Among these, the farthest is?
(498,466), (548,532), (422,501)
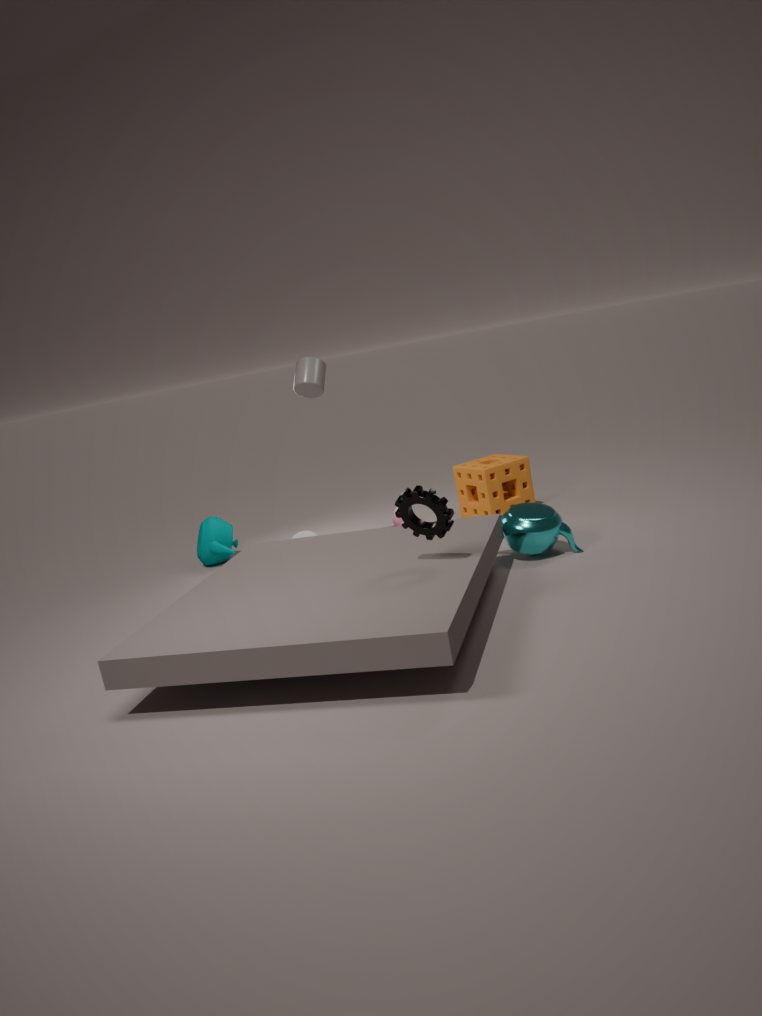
(498,466)
